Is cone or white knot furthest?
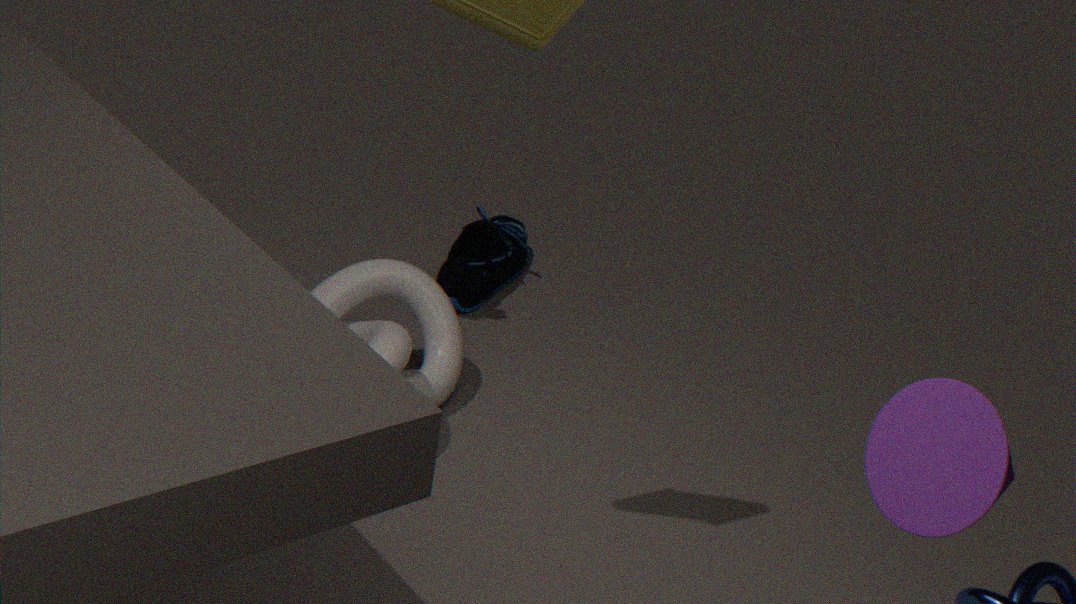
white knot
